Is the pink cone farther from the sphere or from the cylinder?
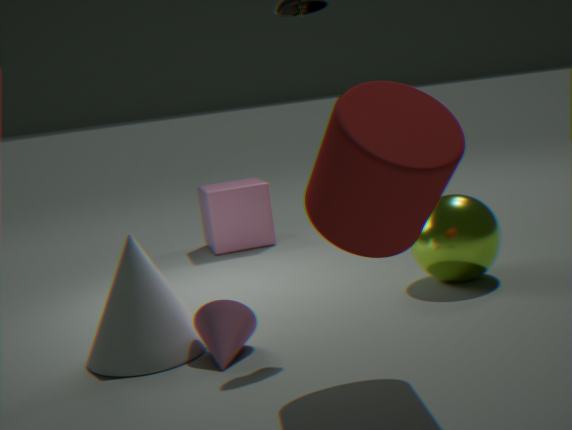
the sphere
